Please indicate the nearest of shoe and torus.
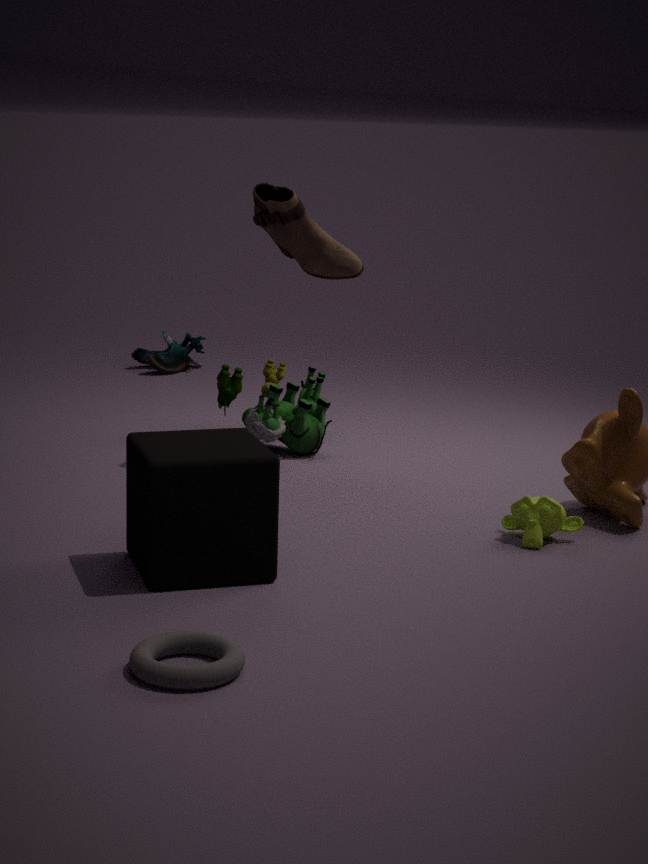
torus
